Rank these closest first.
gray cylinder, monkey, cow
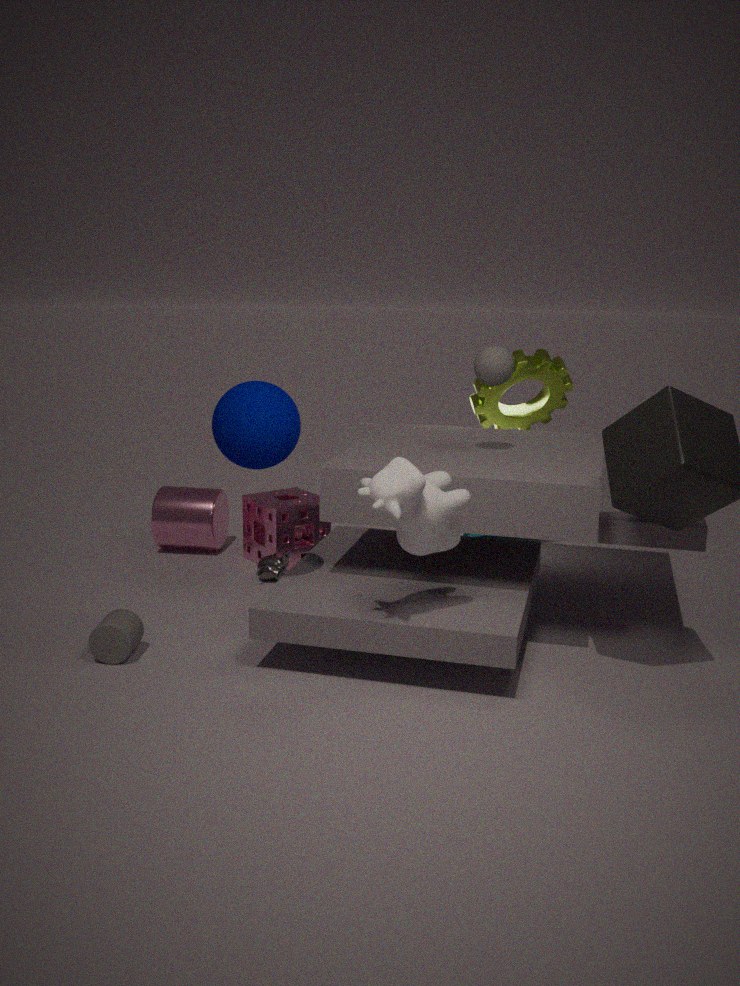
1. cow
2. gray cylinder
3. monkey
